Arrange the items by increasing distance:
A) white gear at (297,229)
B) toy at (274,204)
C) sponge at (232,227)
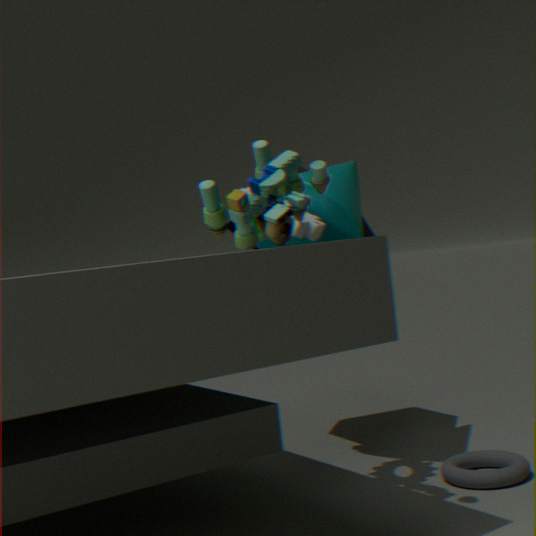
toy at (274,204)
white gear at (297,229)
sponge at (232,227)
